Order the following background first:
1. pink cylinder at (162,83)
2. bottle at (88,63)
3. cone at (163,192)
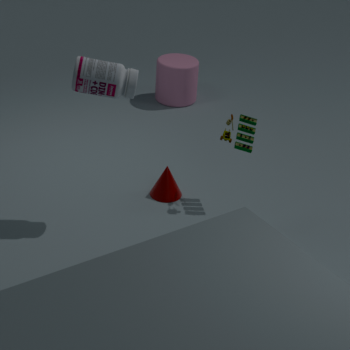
pink cylinder at (162,83), cone at (163,192), bottle at (88,63)
